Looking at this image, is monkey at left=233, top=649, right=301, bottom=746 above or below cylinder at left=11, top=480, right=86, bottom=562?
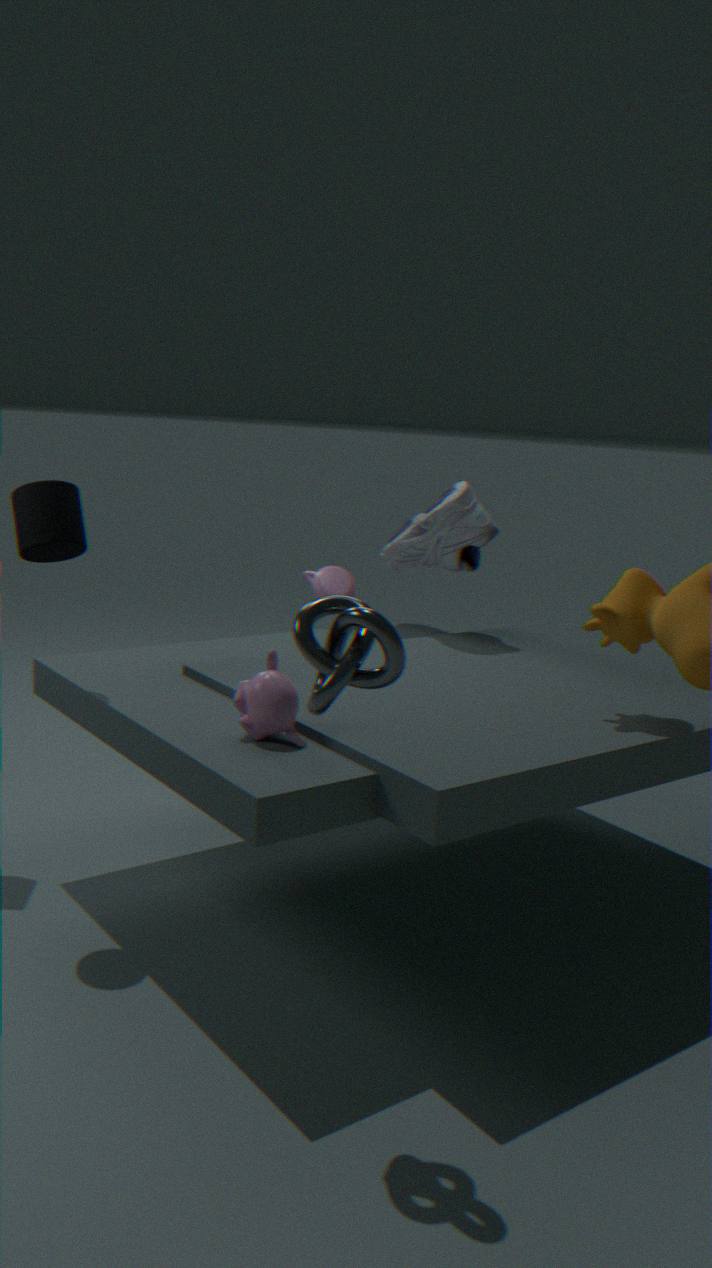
below
